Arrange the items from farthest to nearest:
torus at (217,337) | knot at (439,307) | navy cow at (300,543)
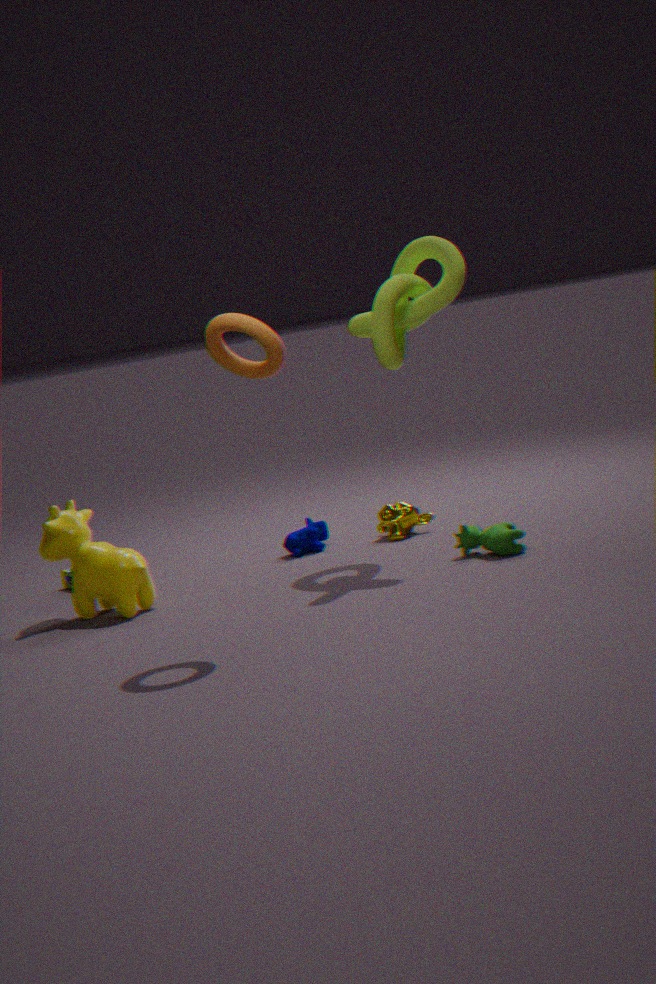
navy cow at (300,543) → knot at (439,307) → torus at (217,337)
